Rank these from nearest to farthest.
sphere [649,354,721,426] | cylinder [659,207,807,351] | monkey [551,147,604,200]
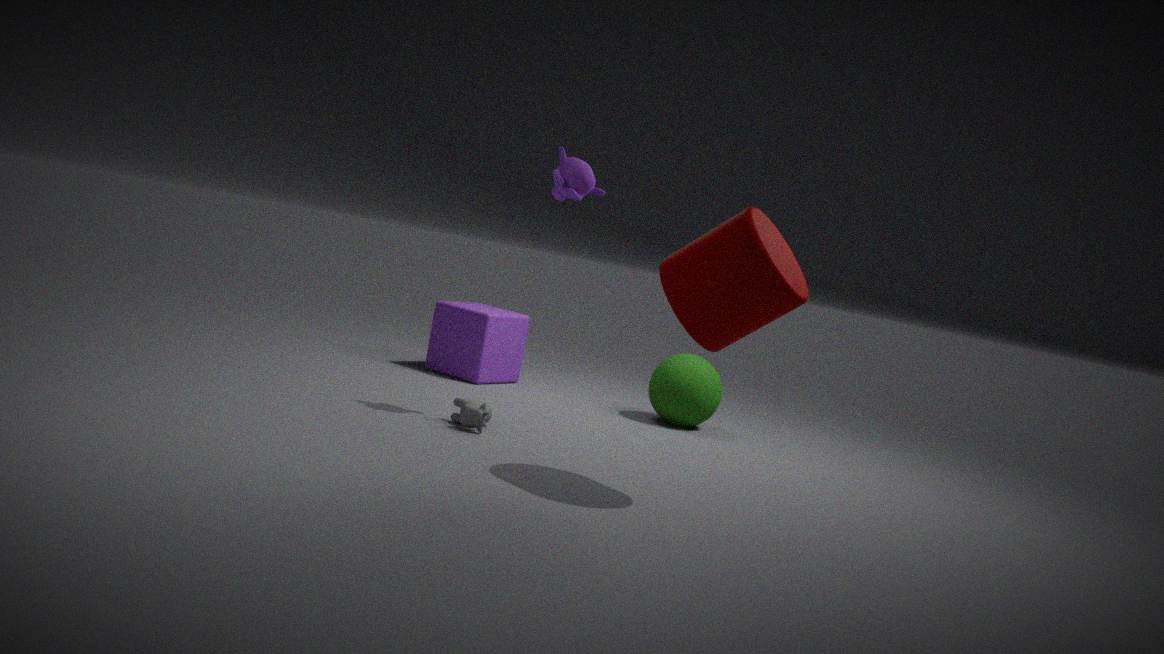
cylinder [659,207,807,351] → monkey [551,147,604,200] → sphere [649,354,721,426]
